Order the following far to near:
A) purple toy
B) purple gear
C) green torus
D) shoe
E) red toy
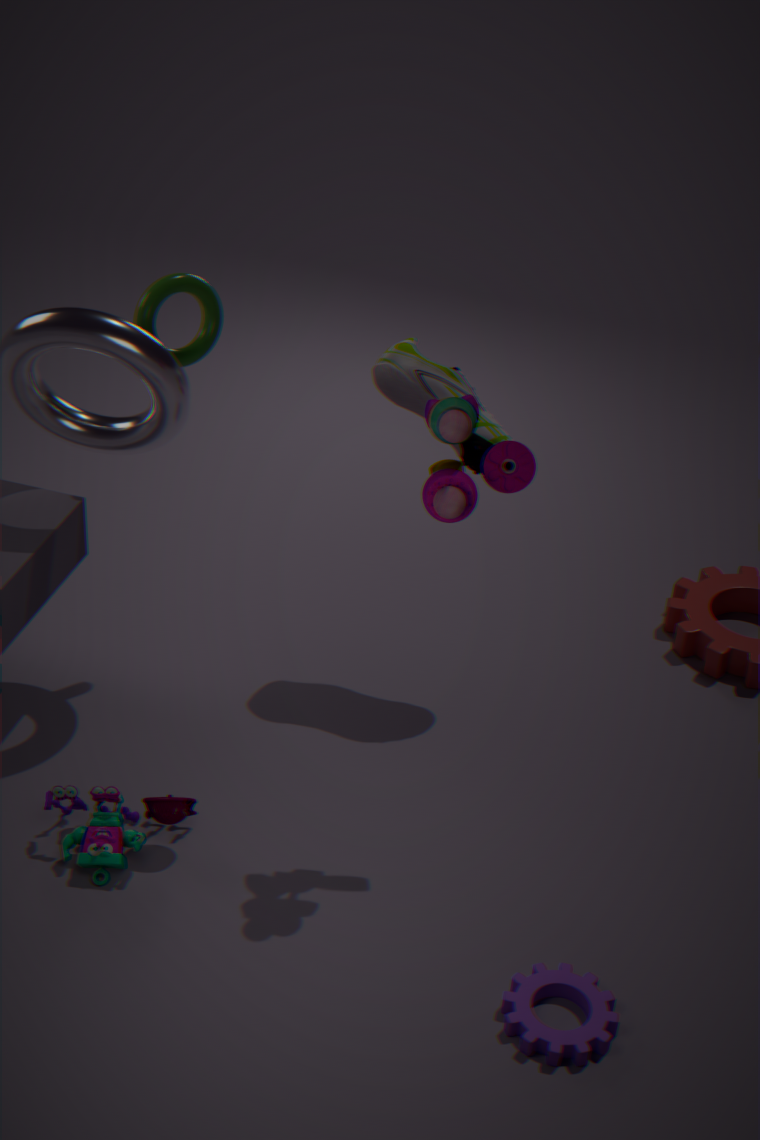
shoe → green torus → purple toy → red toy → purple gear
